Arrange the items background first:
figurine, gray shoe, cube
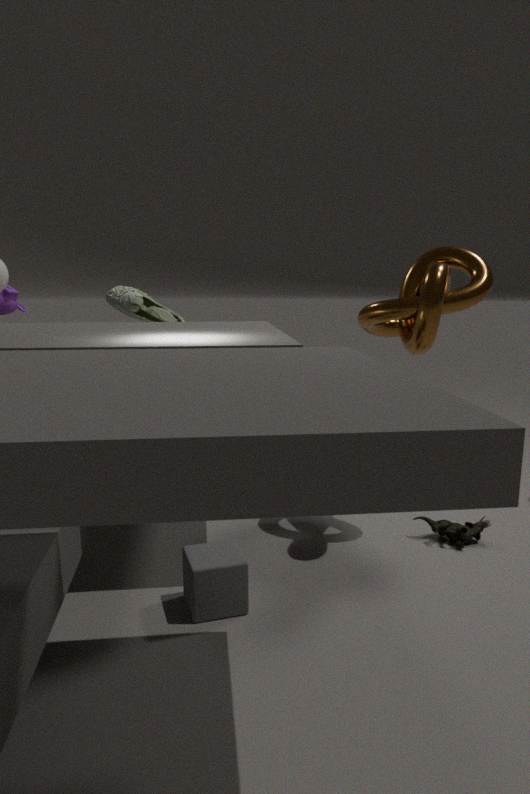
gray shoe → figurine → cube
